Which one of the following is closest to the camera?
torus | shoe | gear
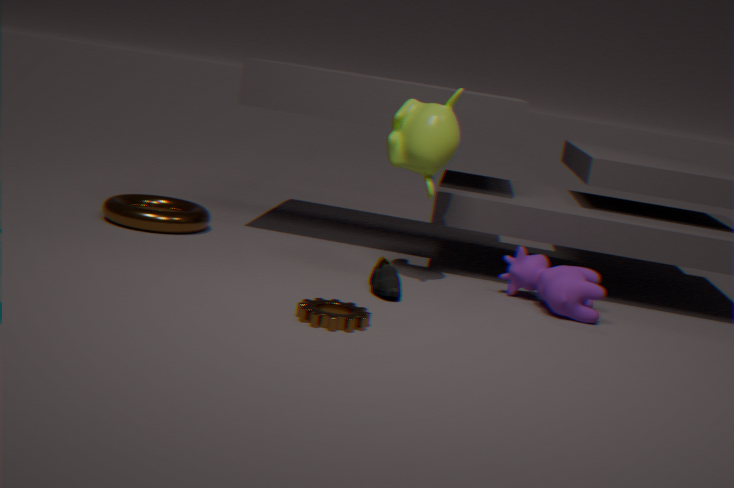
gear
